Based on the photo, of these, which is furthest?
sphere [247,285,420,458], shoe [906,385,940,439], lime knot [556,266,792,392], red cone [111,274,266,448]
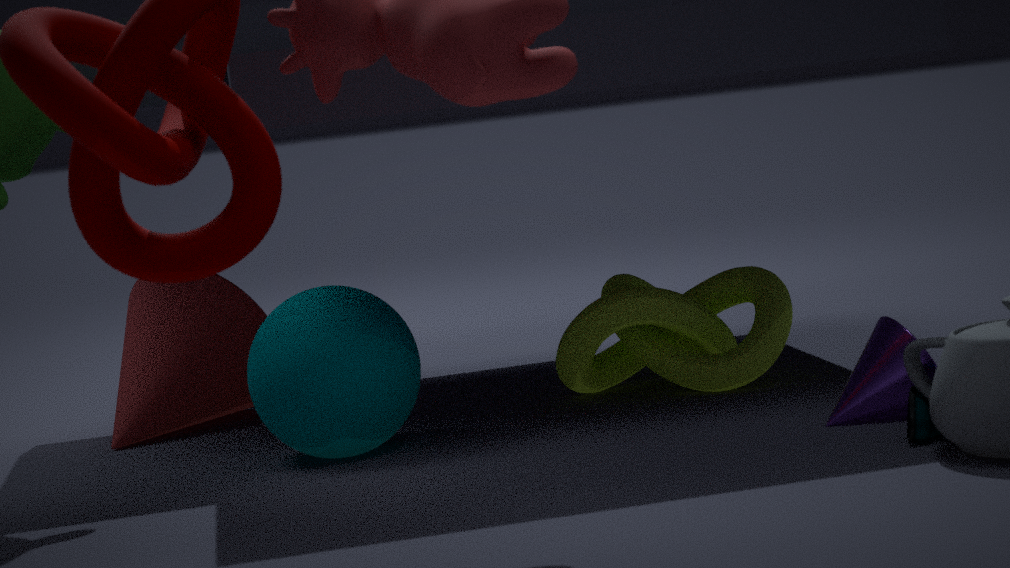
red cone [111,274,266,448]
